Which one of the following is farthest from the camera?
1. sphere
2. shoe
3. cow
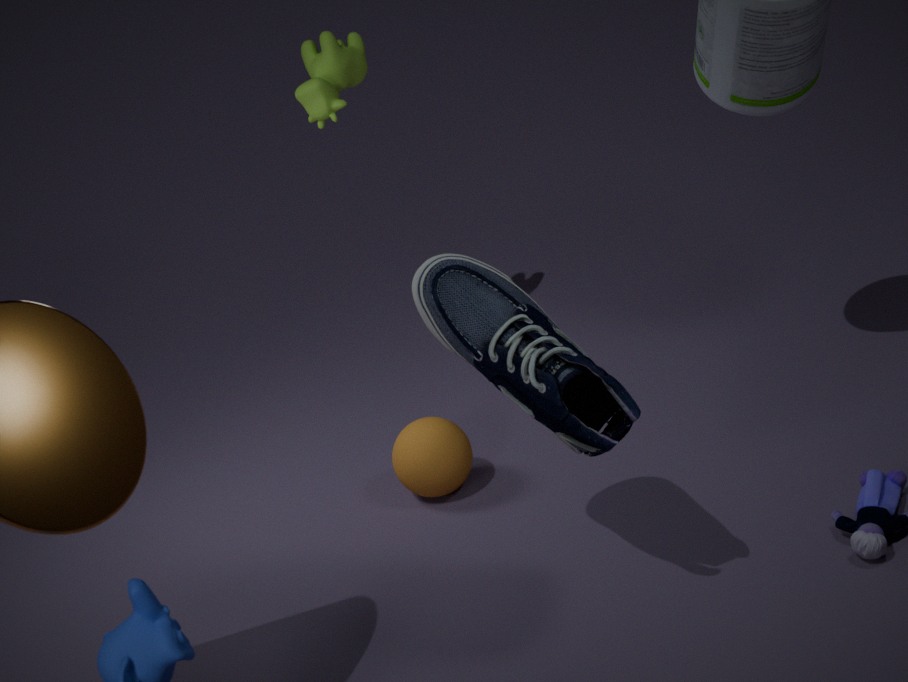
cow
